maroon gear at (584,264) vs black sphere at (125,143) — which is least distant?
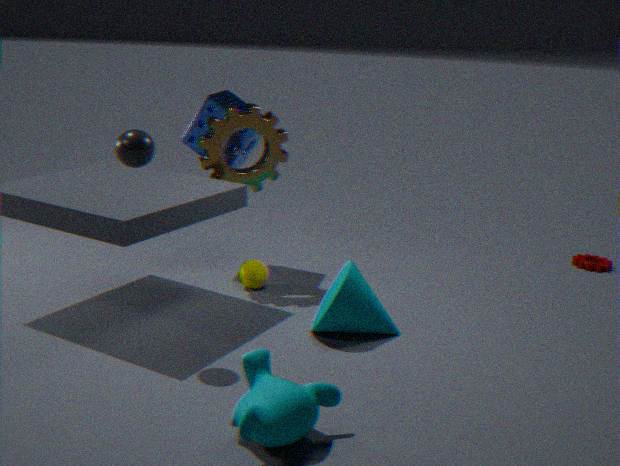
black sphere at (125,143)
